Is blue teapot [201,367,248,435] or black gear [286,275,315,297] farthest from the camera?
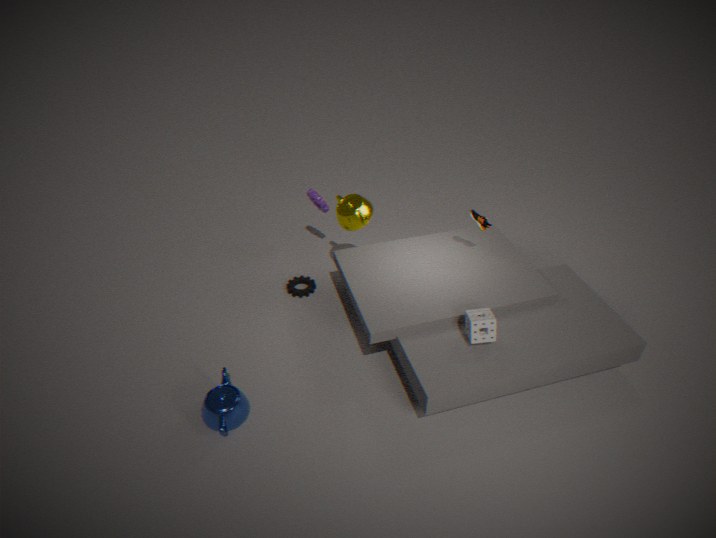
black gear [286,275,315,297]
